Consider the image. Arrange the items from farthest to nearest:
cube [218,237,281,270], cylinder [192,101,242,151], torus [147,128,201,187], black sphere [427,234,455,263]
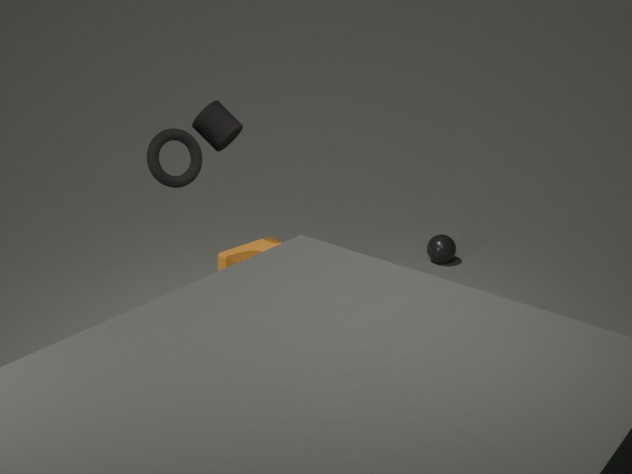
black sphere [427,234,455,263], cube [218,237,281,270], cylinder [192,101,242,151], torus [147,128,201,187]
